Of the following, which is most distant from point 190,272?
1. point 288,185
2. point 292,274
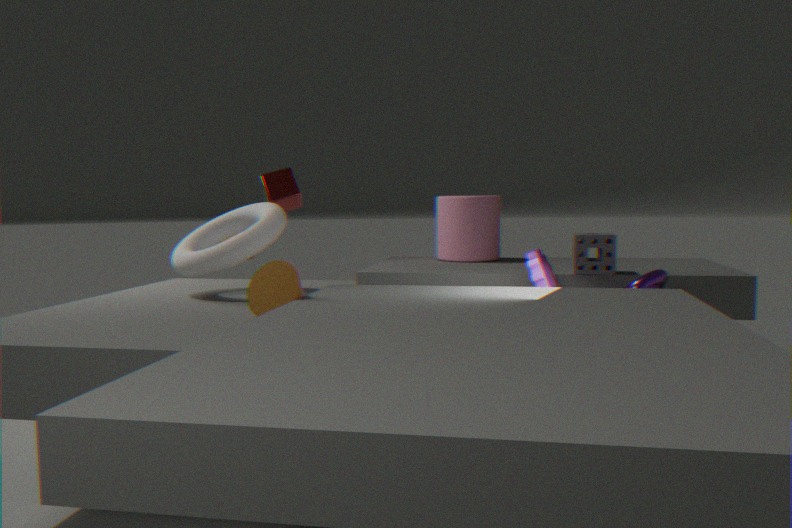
point 288,185
